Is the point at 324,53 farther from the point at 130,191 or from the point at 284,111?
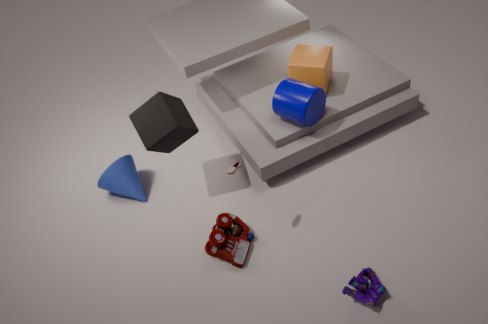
the point at 130,191
